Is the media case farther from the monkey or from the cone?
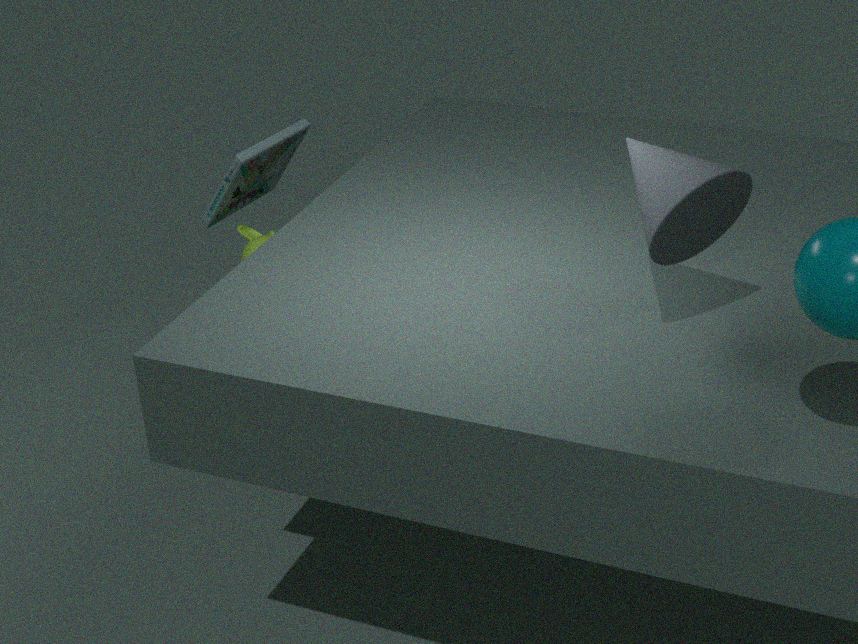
the cone
